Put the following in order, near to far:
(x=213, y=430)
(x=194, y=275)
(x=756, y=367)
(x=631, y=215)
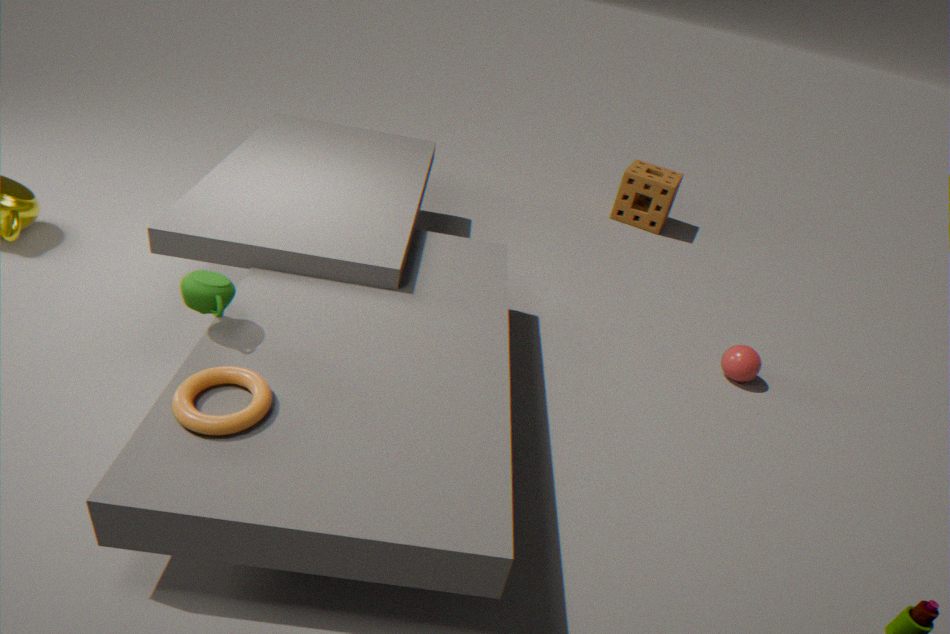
1. (x=213, y=430)
2. (x=194, y=275)
3. (x=756, y=367)
4. (x=631, y=215)
